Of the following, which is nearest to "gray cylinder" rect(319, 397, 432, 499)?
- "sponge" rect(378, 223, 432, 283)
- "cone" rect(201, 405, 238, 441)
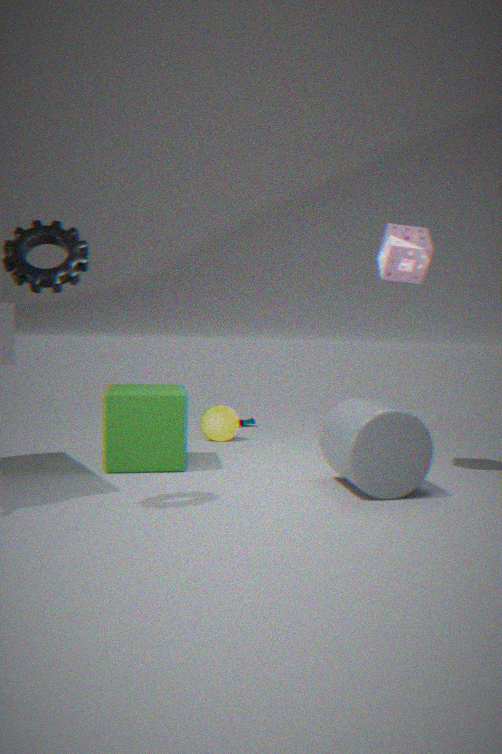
"sponge" rect(378, 223, 432, 283)
